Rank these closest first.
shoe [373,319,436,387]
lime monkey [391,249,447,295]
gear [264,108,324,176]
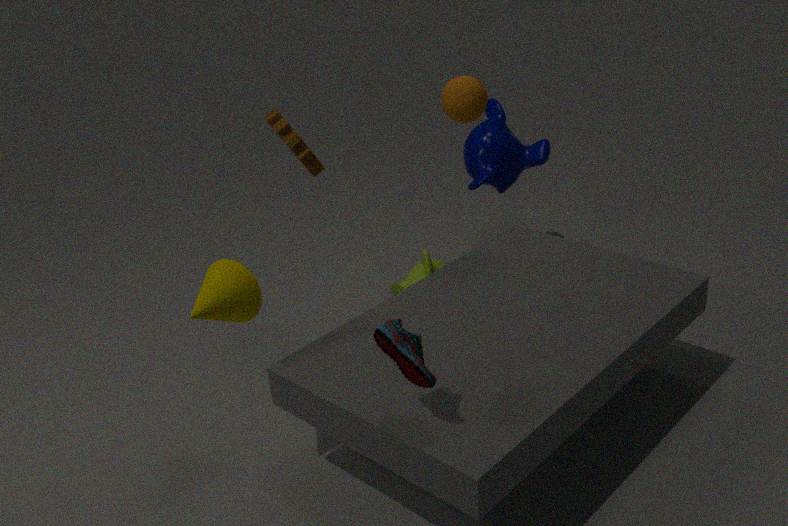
shoe [373,319,436,387], gear [264,108,324,176], lime monkey [391,249,447,295]
